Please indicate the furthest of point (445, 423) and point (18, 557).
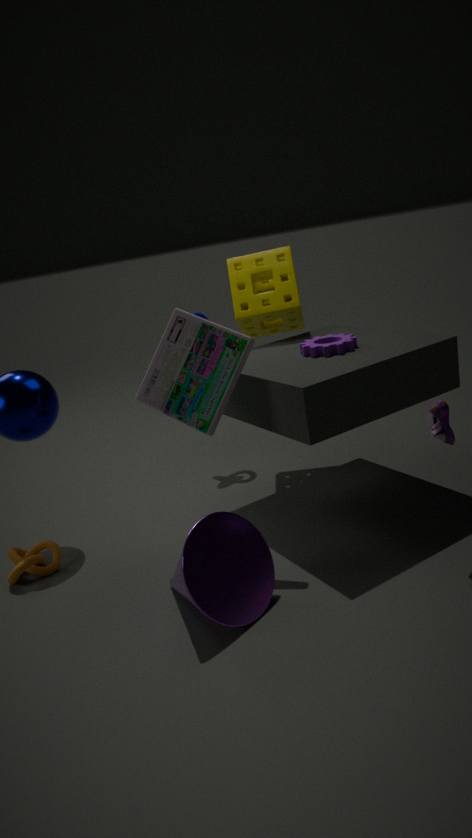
point (18, 557)
